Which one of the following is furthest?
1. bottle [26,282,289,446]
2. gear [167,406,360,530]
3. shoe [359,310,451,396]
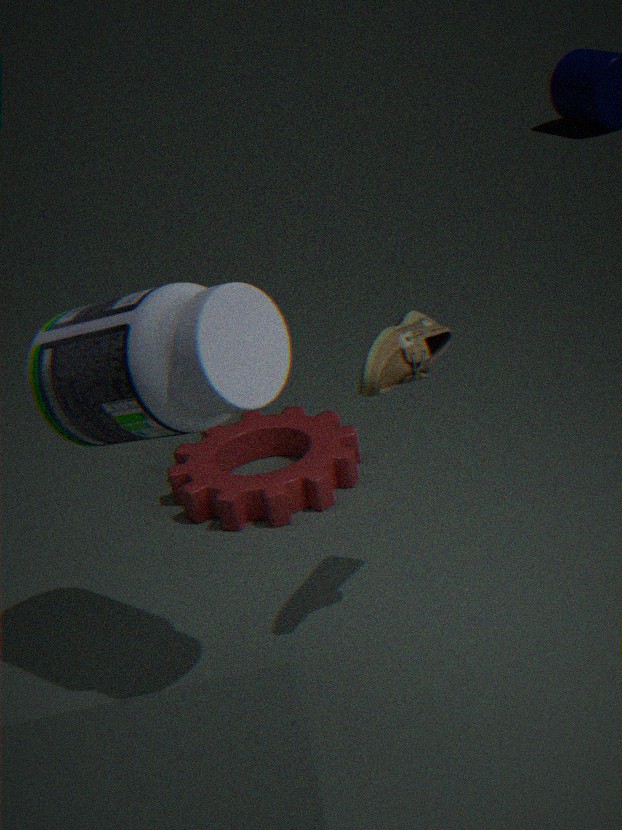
gear [167,406,360,530]
